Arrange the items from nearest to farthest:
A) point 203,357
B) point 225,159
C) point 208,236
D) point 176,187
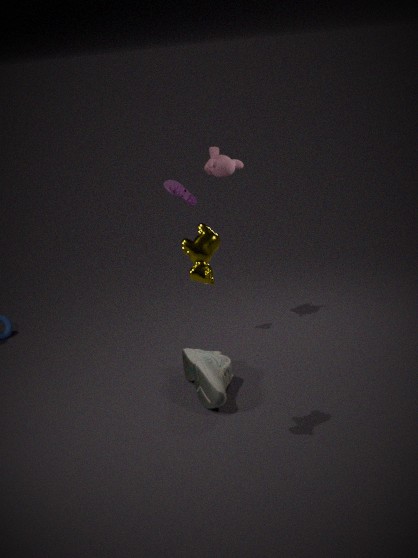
point 208,236, point 203,357, point 176,187, point 225,159
